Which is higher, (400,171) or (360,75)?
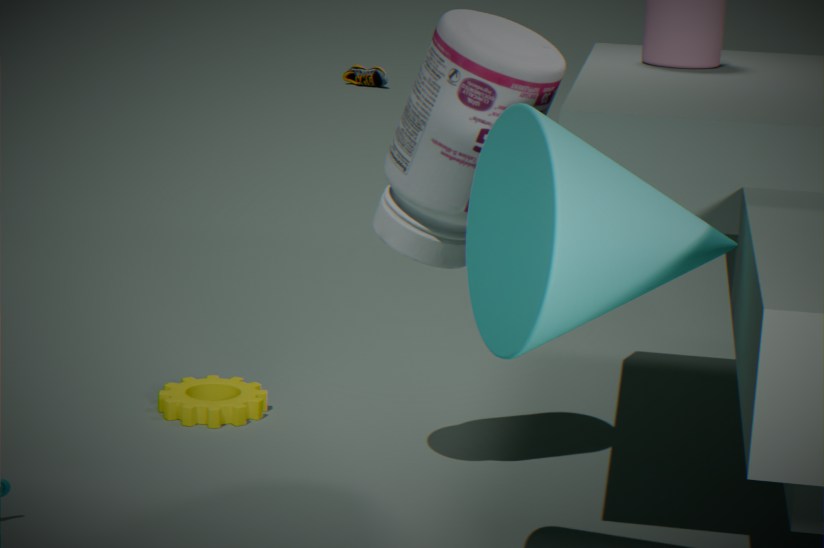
(400,171)
